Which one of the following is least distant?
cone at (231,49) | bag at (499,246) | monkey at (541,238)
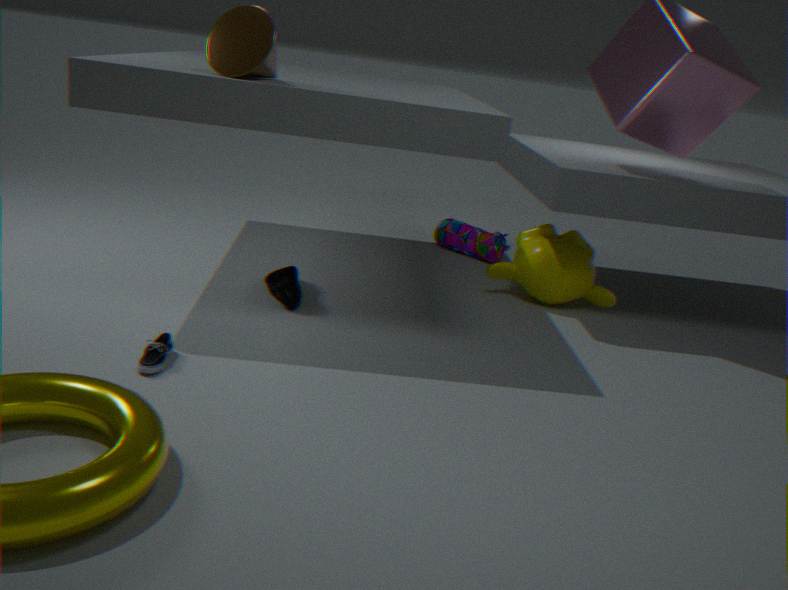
cone at (231,49)
